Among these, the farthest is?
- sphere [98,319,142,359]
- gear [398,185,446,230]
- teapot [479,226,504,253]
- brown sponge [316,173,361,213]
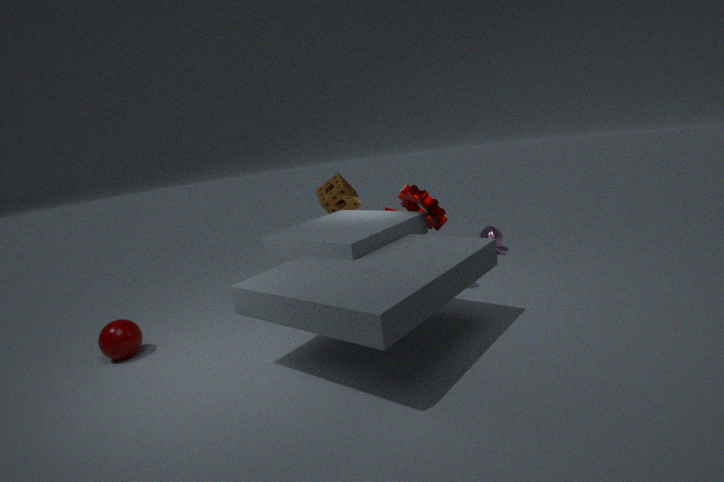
teapot [479,226,504,253]
